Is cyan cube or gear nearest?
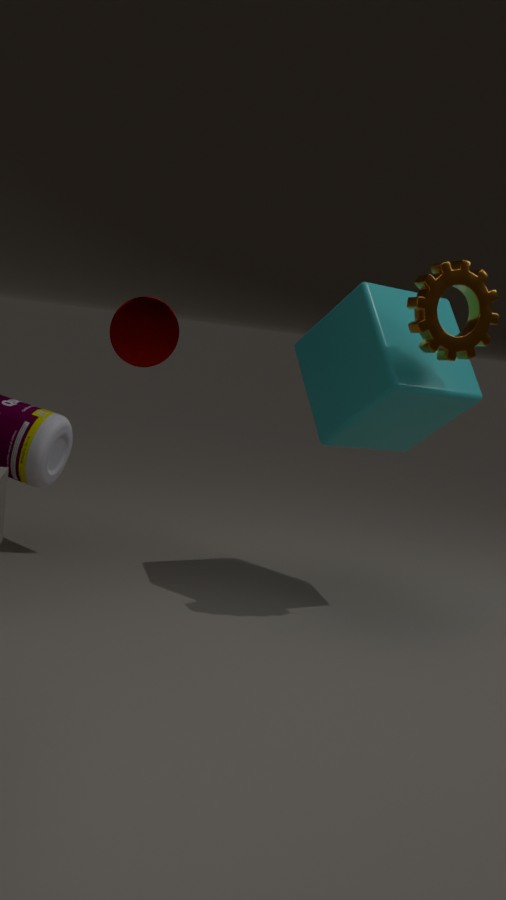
gear
